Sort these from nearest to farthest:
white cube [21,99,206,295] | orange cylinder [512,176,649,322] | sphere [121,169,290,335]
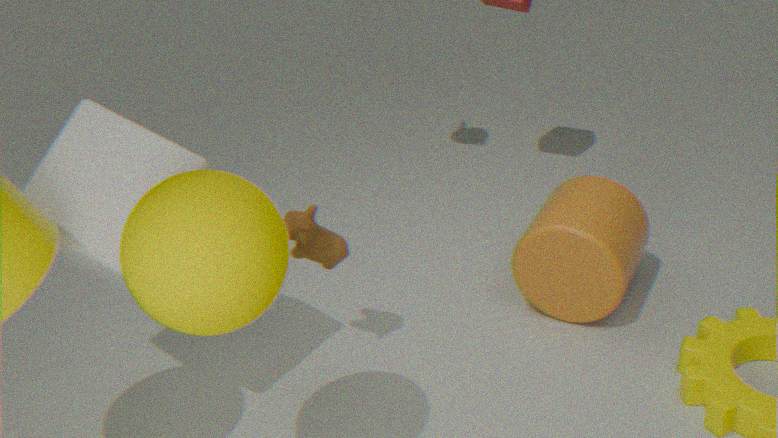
sphere [121,169,290,335], white cube [21,99,206,295], orange cylinder [512,176,649,322]
